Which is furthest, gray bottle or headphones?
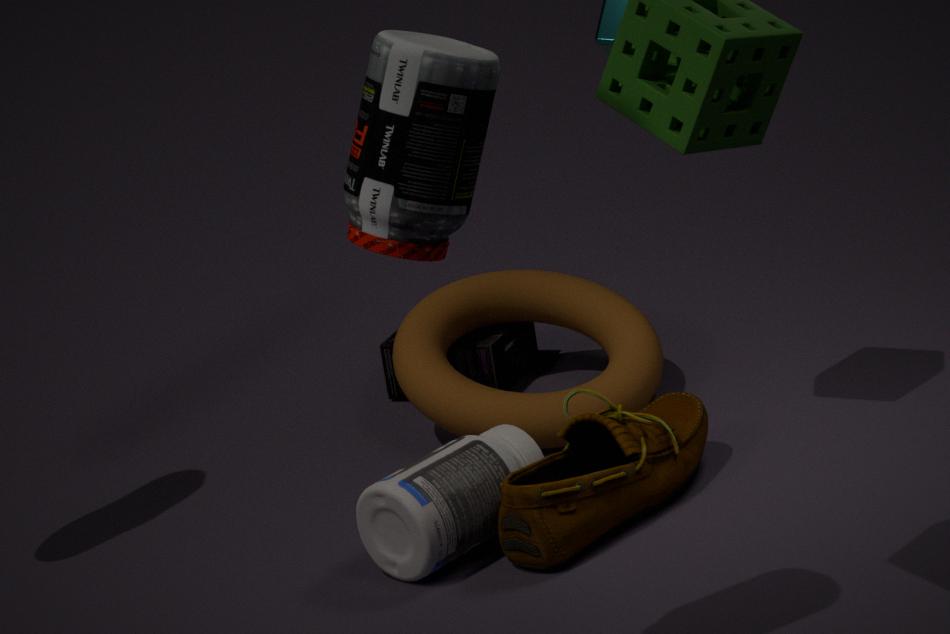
headphones
